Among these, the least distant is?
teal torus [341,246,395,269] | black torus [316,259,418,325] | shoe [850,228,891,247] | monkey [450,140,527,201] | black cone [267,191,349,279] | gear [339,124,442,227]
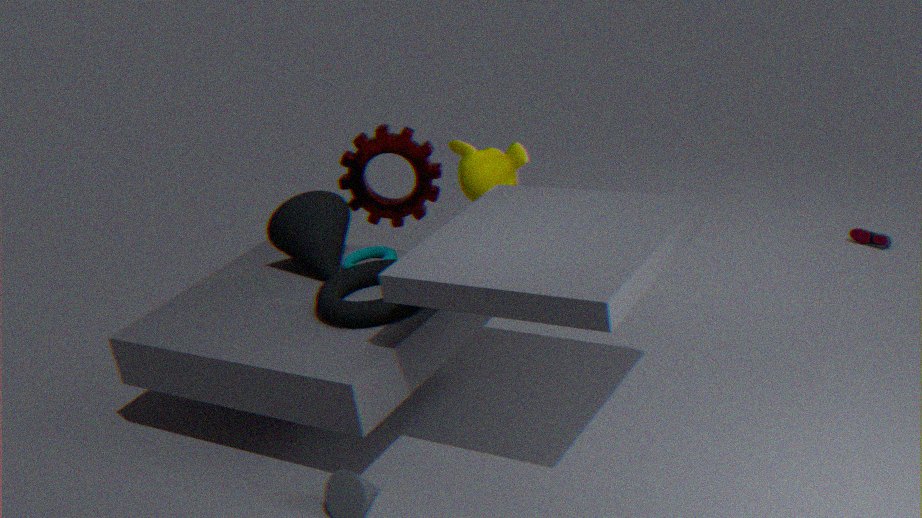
black torus [316,259,418,325]
